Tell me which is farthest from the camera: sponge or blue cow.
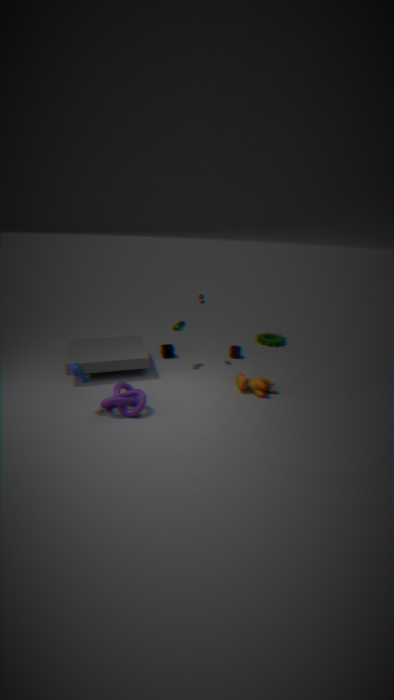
sponge
